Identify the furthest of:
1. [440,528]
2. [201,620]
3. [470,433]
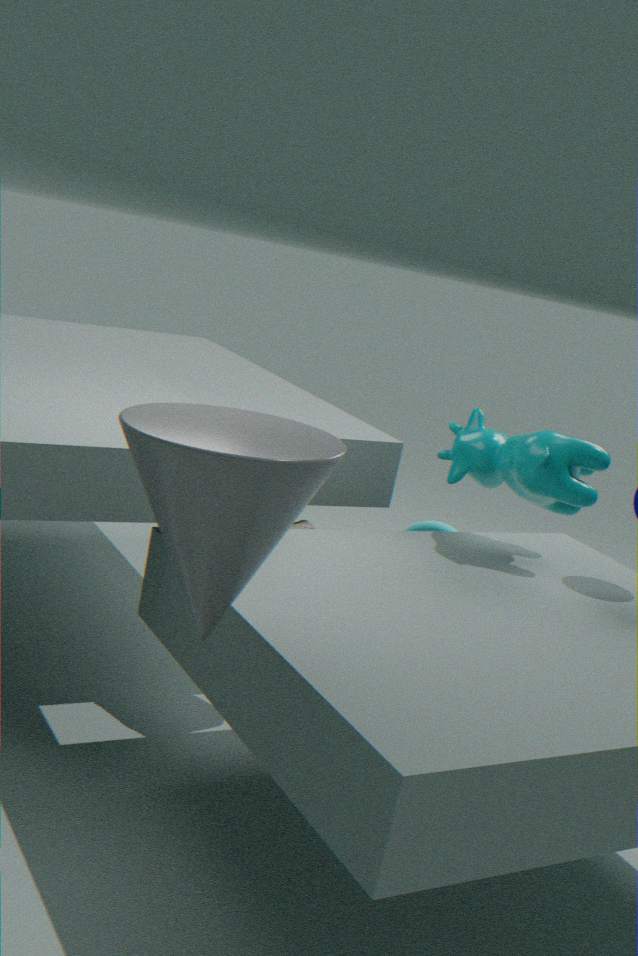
[440,528]
